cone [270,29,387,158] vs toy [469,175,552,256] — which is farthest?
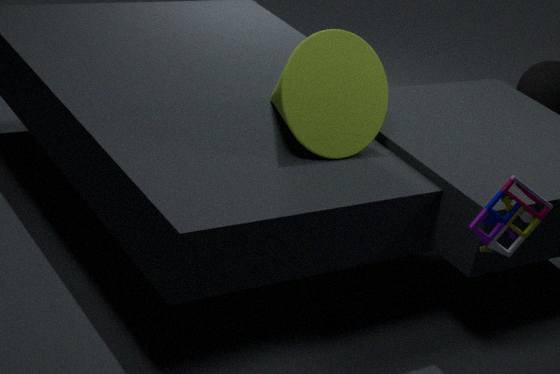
cone [270,29,387,158]
